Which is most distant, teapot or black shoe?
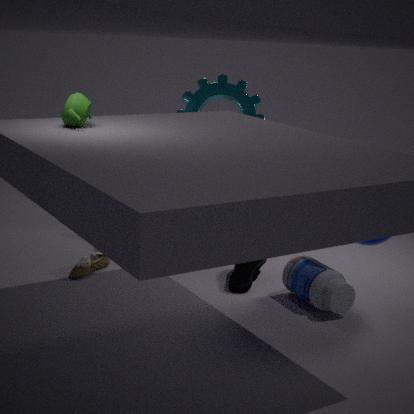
black shoe
